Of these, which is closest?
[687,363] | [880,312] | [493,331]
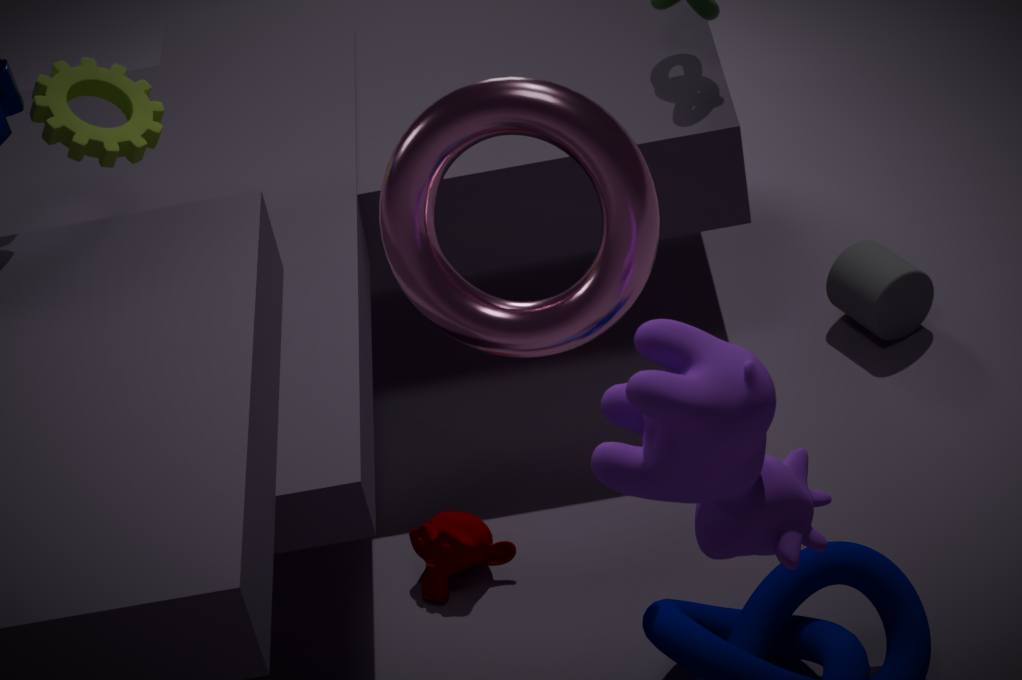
[687,363]
